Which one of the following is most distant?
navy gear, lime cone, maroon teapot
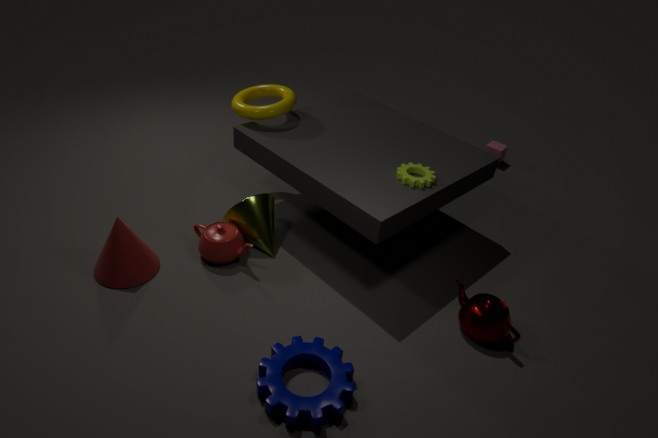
lime cone
